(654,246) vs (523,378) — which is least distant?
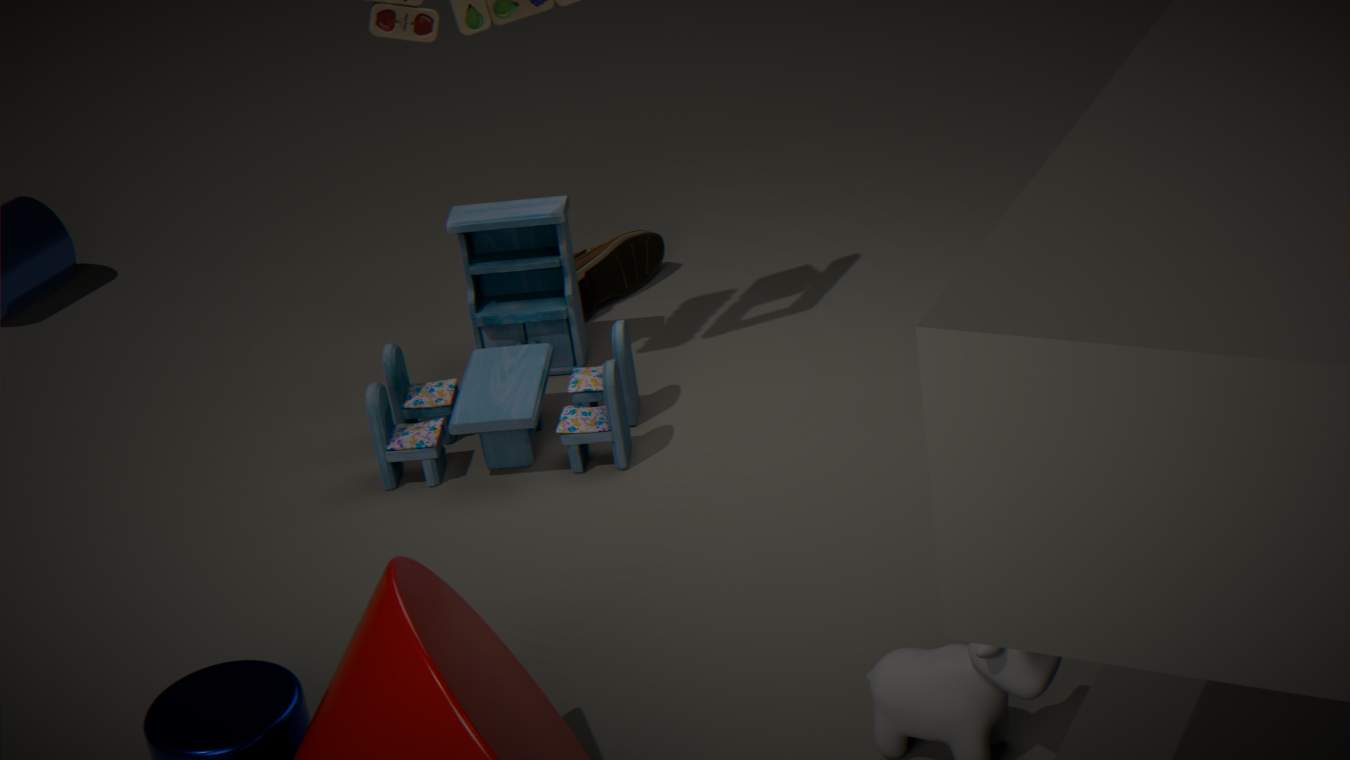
(523,378)
